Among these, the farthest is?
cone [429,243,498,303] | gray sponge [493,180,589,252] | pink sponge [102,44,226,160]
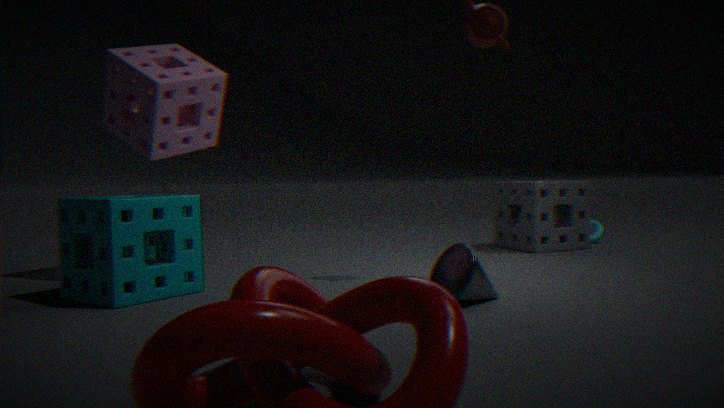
gray sponge [493,180,589,252]
